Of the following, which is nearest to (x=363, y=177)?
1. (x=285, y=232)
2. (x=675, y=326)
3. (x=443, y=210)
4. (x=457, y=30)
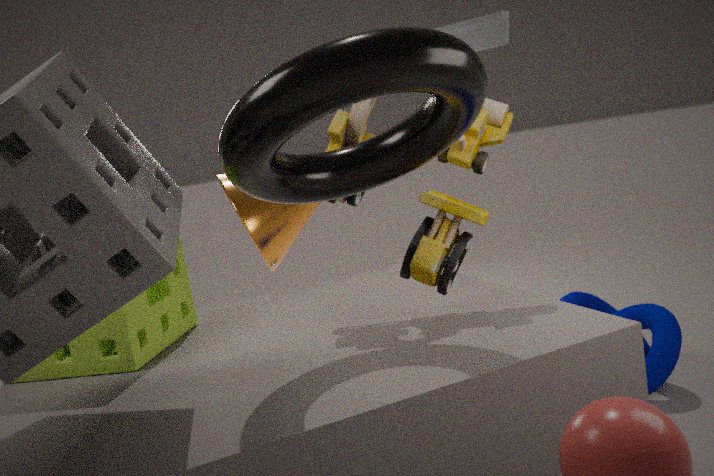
(x=443, y=210)
